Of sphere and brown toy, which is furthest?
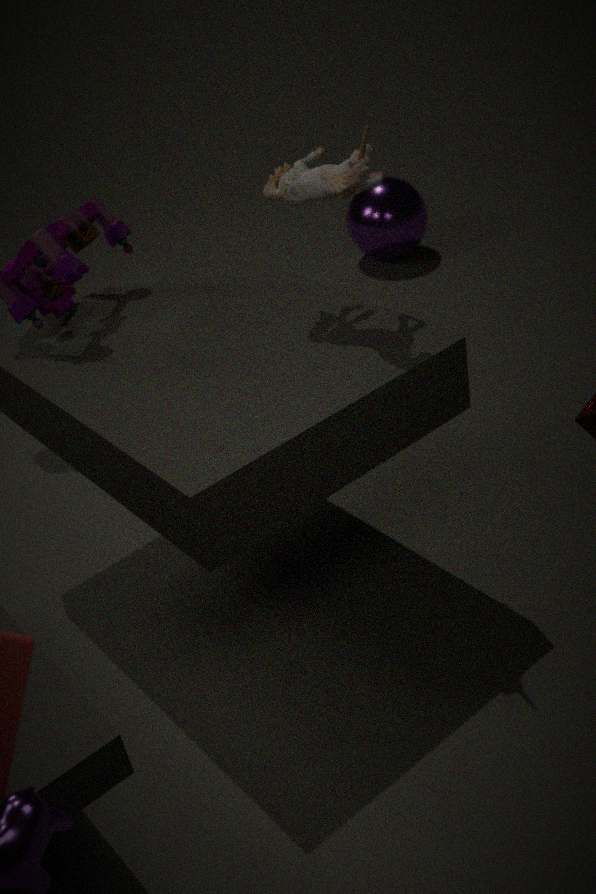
sphere
